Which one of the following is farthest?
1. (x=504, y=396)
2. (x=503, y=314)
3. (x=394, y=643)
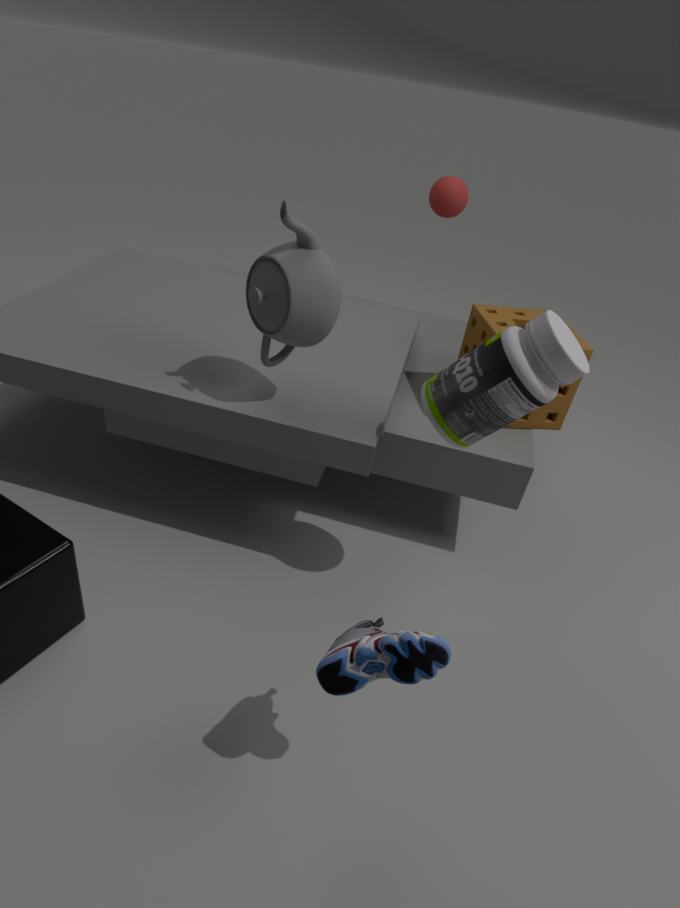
(x=503, y=314)
